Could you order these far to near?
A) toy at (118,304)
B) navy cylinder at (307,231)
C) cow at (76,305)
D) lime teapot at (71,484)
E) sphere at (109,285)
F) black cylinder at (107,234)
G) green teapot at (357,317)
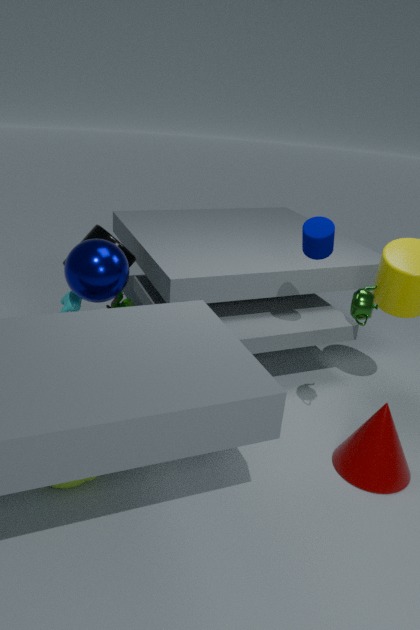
black cylinder at (107,234) < toy at (118,304) < cow at (76,305) < navy cylinder at (307,231) < sphere at (109,285) < green teapot at (357,317) < lime teapot at (71,484)
